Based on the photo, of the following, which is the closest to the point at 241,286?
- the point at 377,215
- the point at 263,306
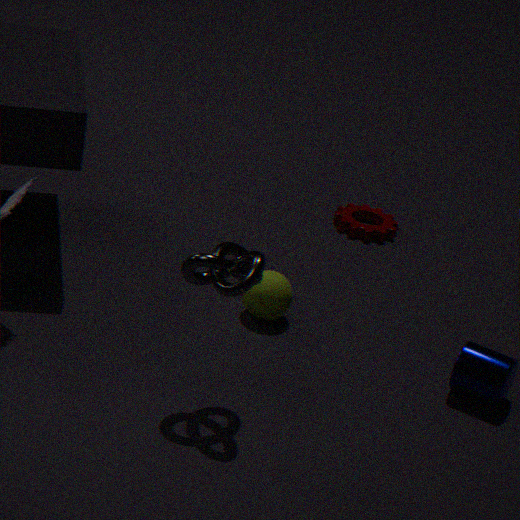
the point at 263,306
